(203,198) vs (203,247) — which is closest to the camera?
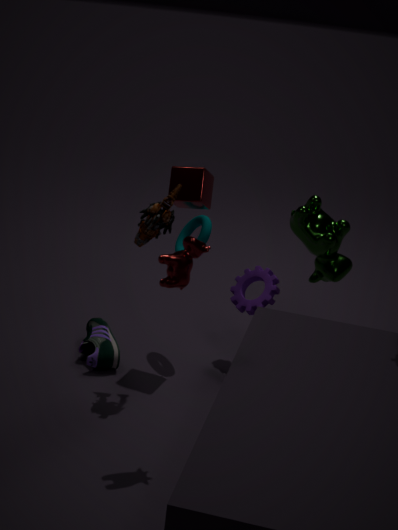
(203,247)
